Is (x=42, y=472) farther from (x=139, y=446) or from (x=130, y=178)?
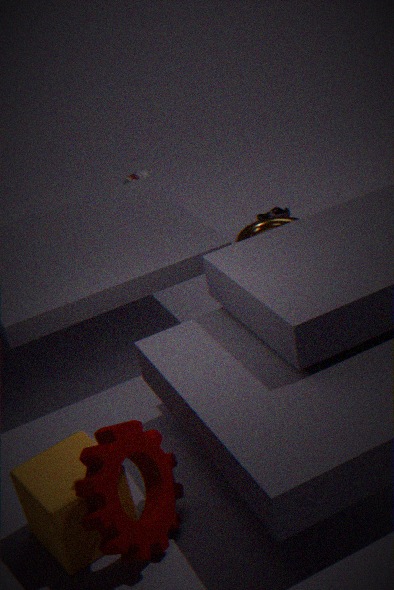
(x=130, y=178)
